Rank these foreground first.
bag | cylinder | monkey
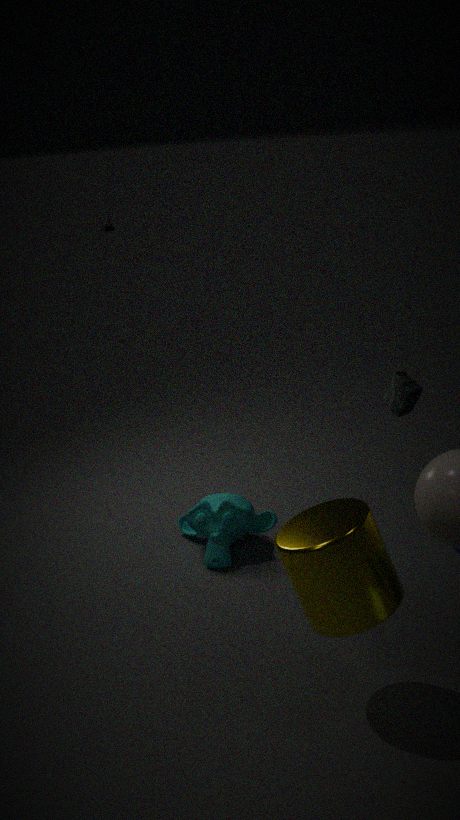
cylinder < bag < monkey
